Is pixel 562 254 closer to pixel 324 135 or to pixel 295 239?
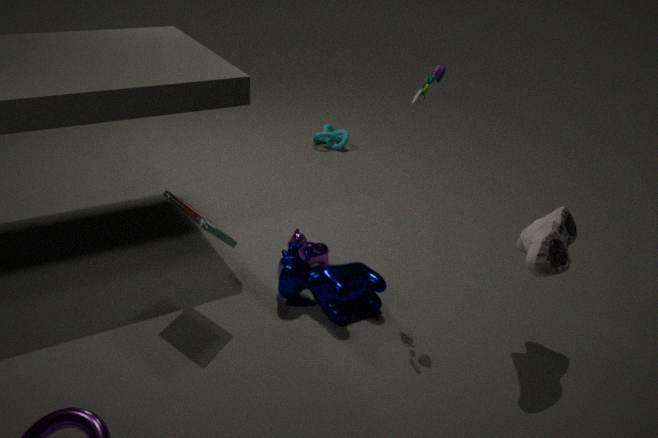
pixel 295 239
